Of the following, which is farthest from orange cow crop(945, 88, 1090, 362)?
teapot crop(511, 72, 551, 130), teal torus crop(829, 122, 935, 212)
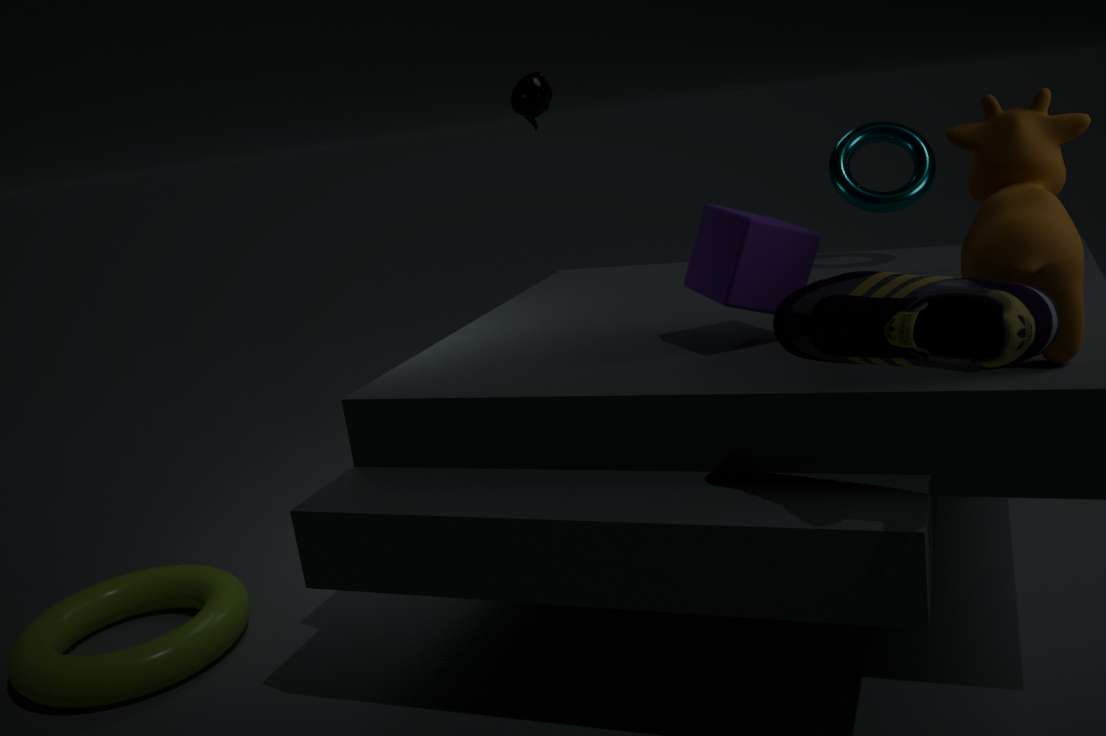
teapot crop(511, 72, 551, 130)
